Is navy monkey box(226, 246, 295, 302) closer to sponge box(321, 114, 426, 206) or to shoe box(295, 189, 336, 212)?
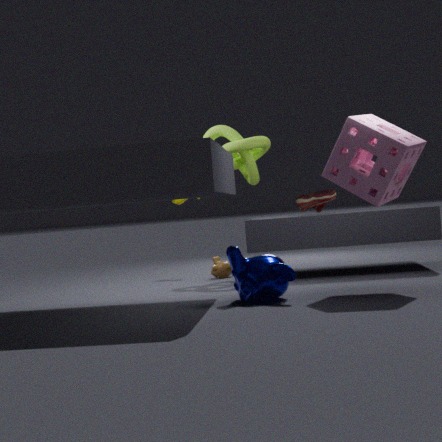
sponge box(321, 114, 426, 206)
